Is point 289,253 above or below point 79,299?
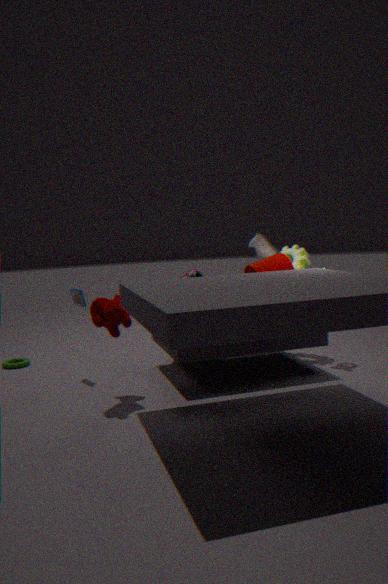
above
